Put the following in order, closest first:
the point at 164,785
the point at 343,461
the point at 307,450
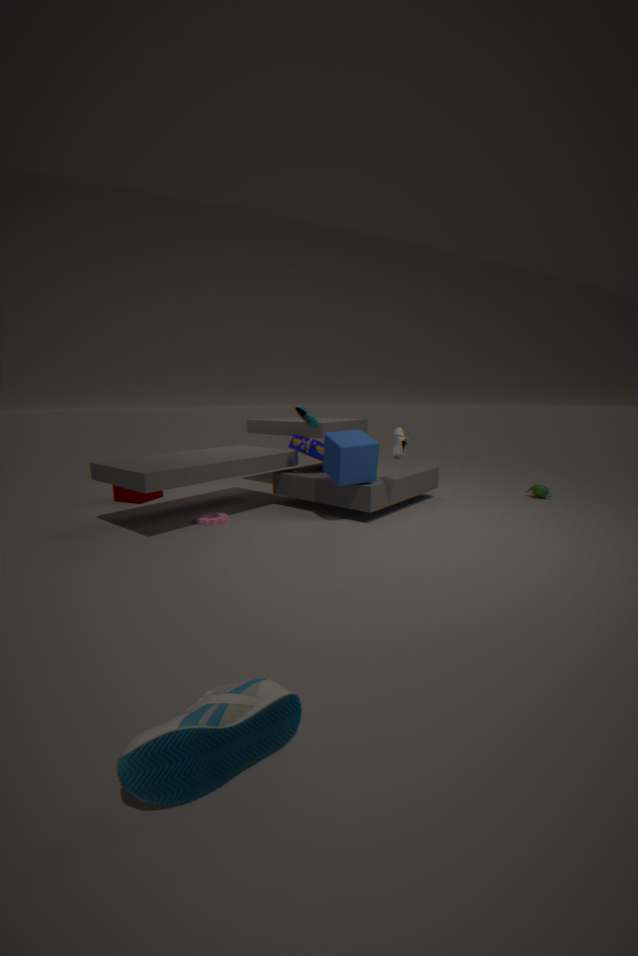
the point at 164,785
the point at 343,461
the point at 307,450
